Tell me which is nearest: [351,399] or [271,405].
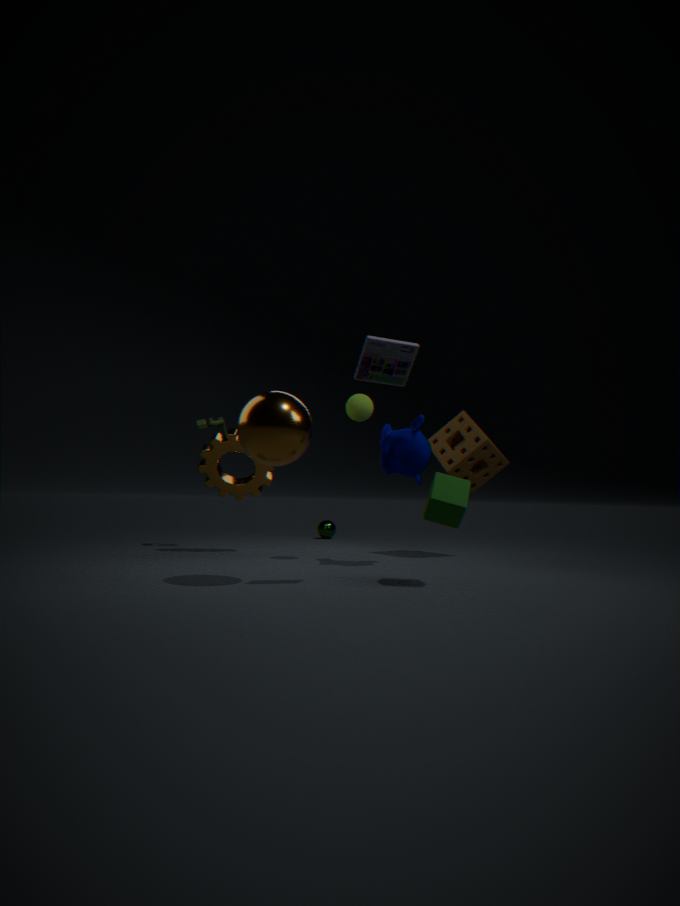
[271,405]
